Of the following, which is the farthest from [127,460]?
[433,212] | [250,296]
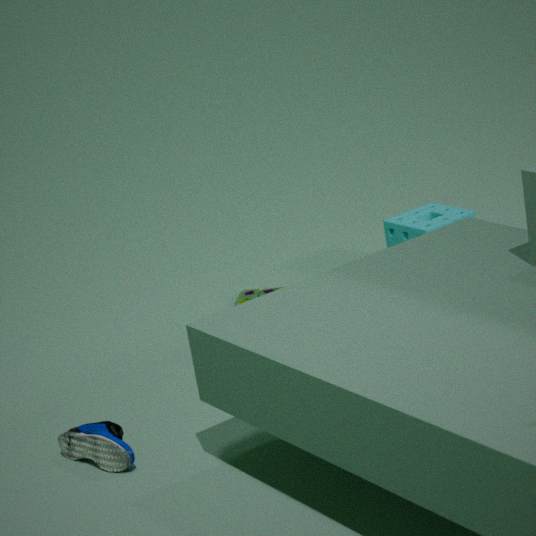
[433,212]
